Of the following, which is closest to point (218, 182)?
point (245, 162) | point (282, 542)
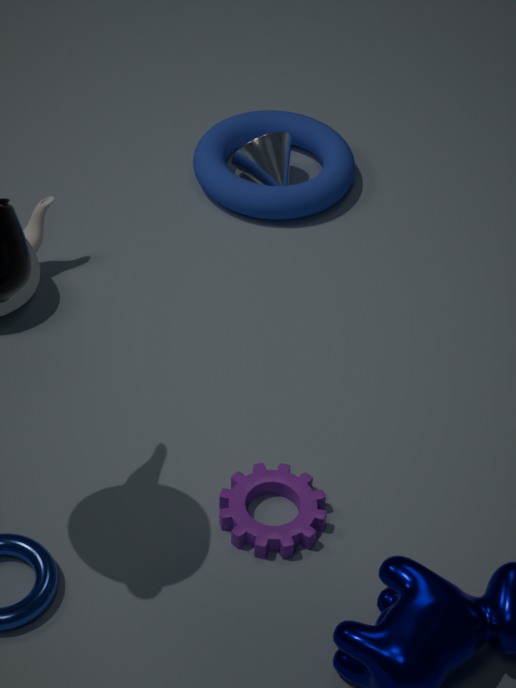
point (245, 162)
